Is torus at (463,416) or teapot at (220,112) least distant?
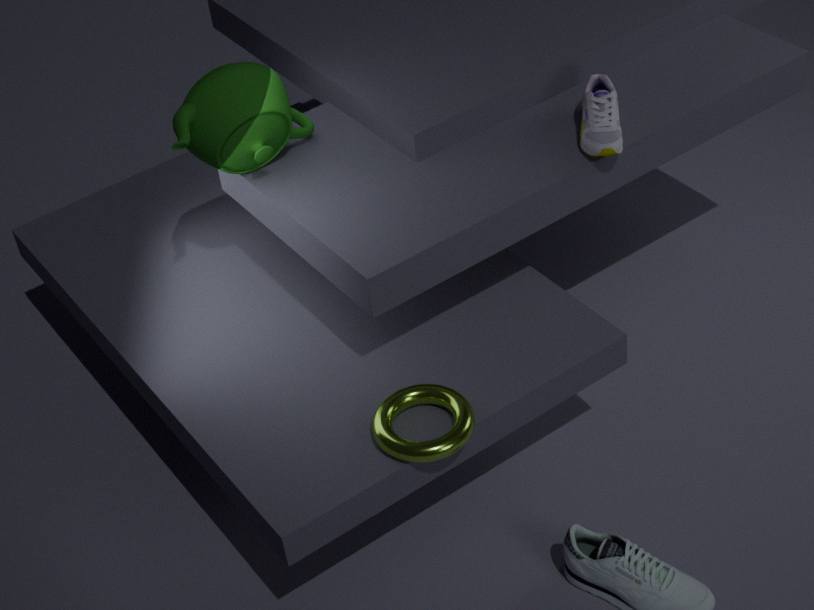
torus at (463,416)
